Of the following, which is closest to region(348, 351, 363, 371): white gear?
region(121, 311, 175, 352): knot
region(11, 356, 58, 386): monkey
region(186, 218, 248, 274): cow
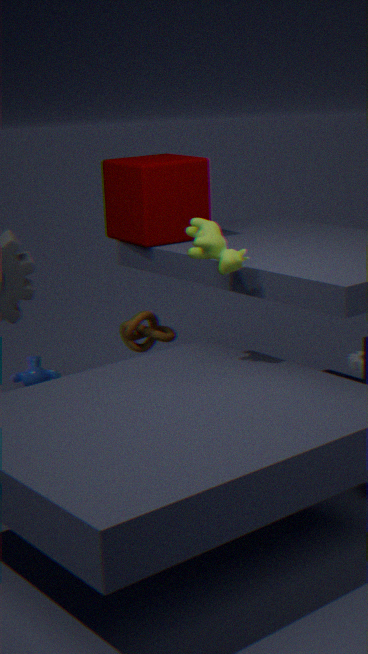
region(121, 311, 175, 352): knot
